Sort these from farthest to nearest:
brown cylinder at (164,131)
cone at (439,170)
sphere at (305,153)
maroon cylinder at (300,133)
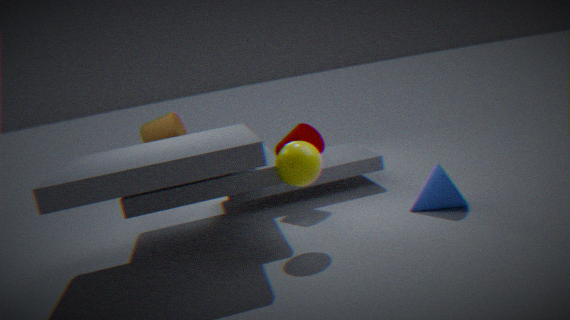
brown cylinder at (164,131)
maroon cylinder at (300,133)
cone at (439,170)
sphere at (305,153)
